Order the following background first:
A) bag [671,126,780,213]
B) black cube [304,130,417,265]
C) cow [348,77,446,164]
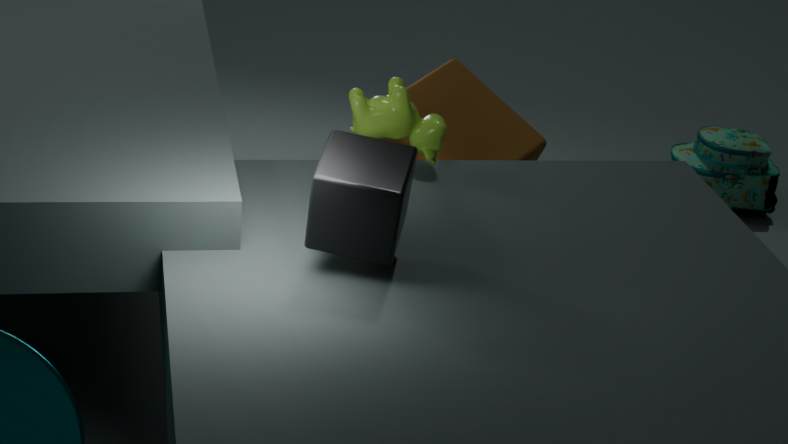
1. bag [671,126,780,213]
2. cow [348,77,446,164]
3. black cube [304,130,417,265]
